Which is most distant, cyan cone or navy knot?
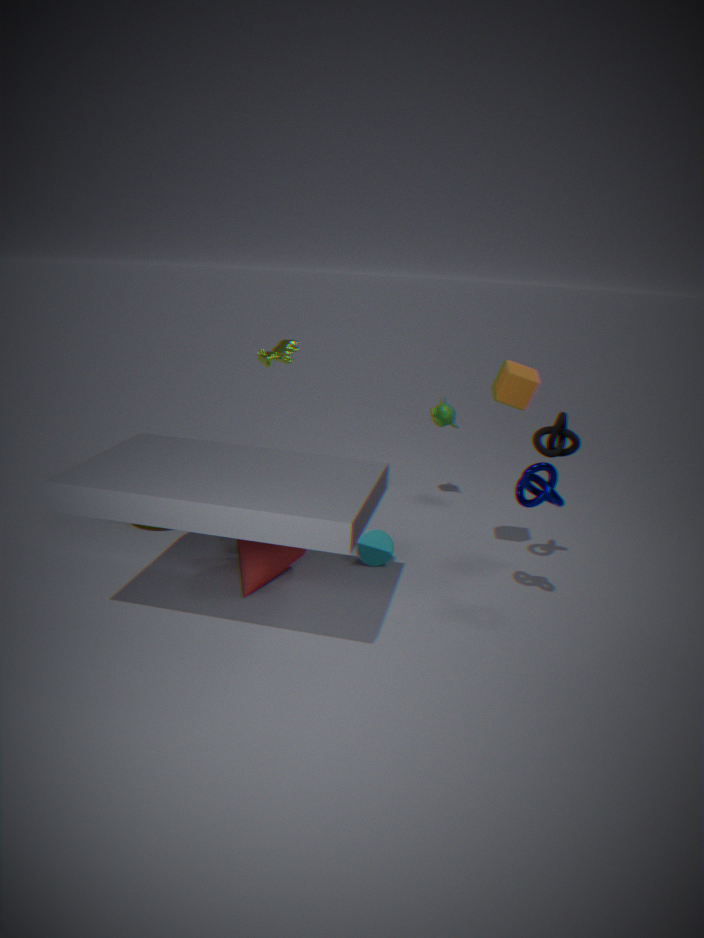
cyan cone
